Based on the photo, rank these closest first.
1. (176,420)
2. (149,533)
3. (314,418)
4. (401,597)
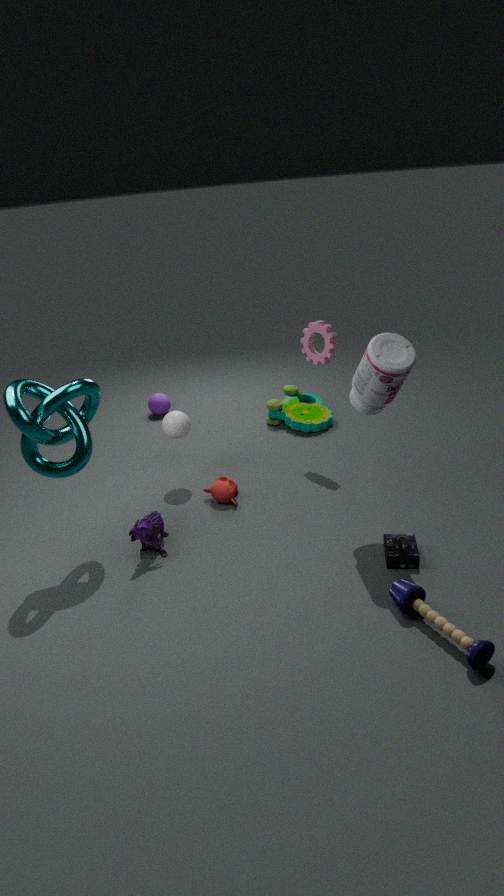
(401,597), (149,533), (176,420), (314,418)
